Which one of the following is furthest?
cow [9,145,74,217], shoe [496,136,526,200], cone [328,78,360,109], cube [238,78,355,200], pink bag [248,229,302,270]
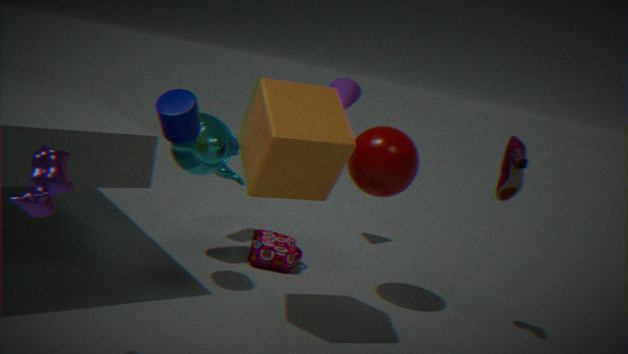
cone [328,78,360,109]
